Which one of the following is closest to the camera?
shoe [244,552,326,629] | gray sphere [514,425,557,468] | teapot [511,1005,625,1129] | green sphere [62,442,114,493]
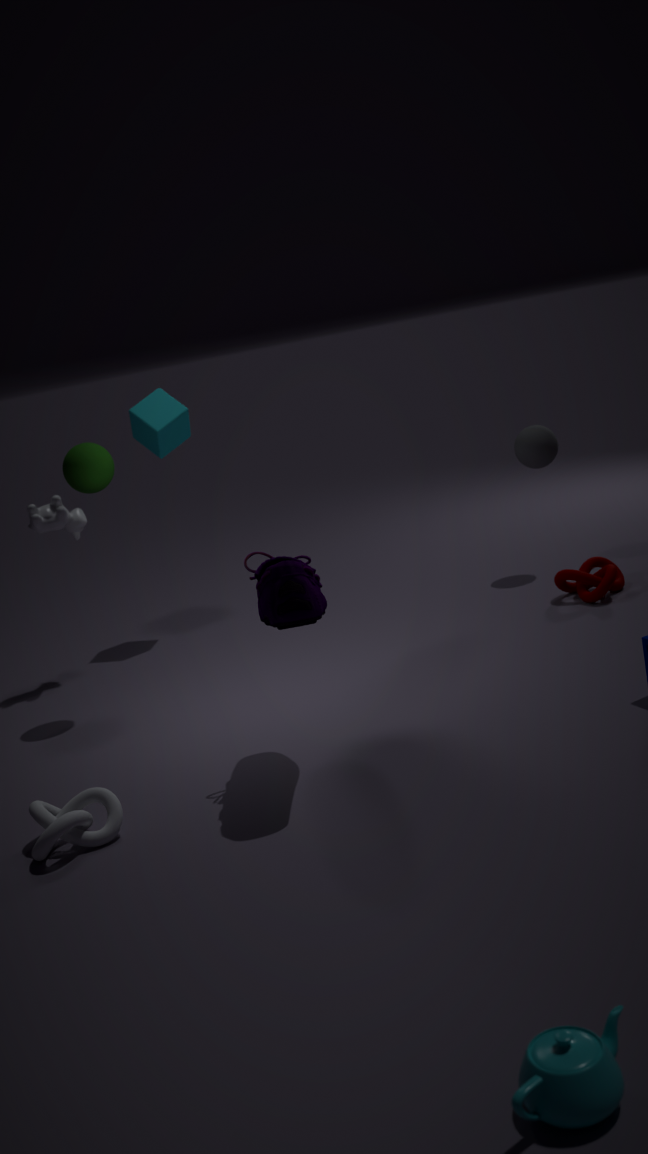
teapot [511,1005,625,1129]
